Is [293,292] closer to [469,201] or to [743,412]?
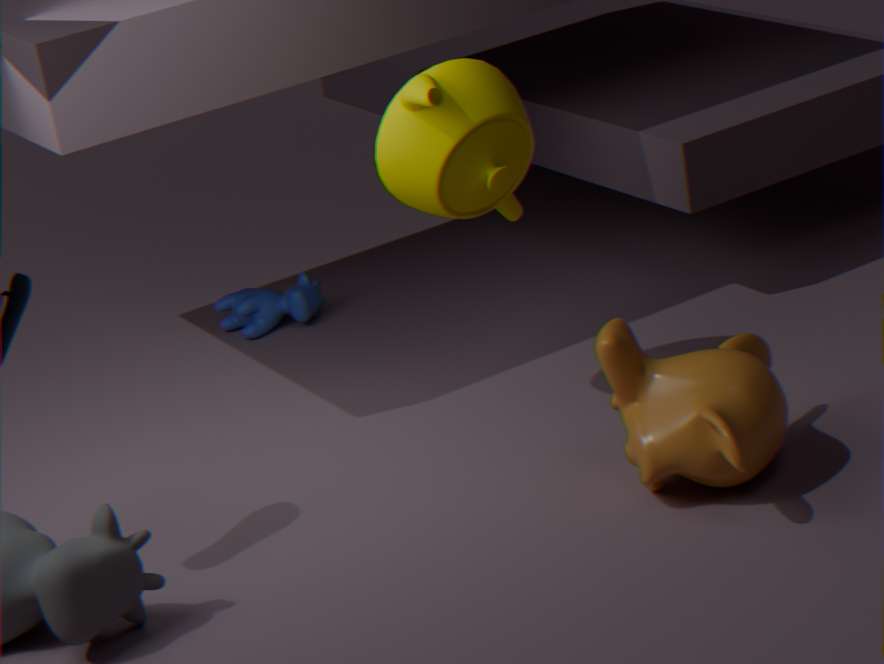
[469,201]
